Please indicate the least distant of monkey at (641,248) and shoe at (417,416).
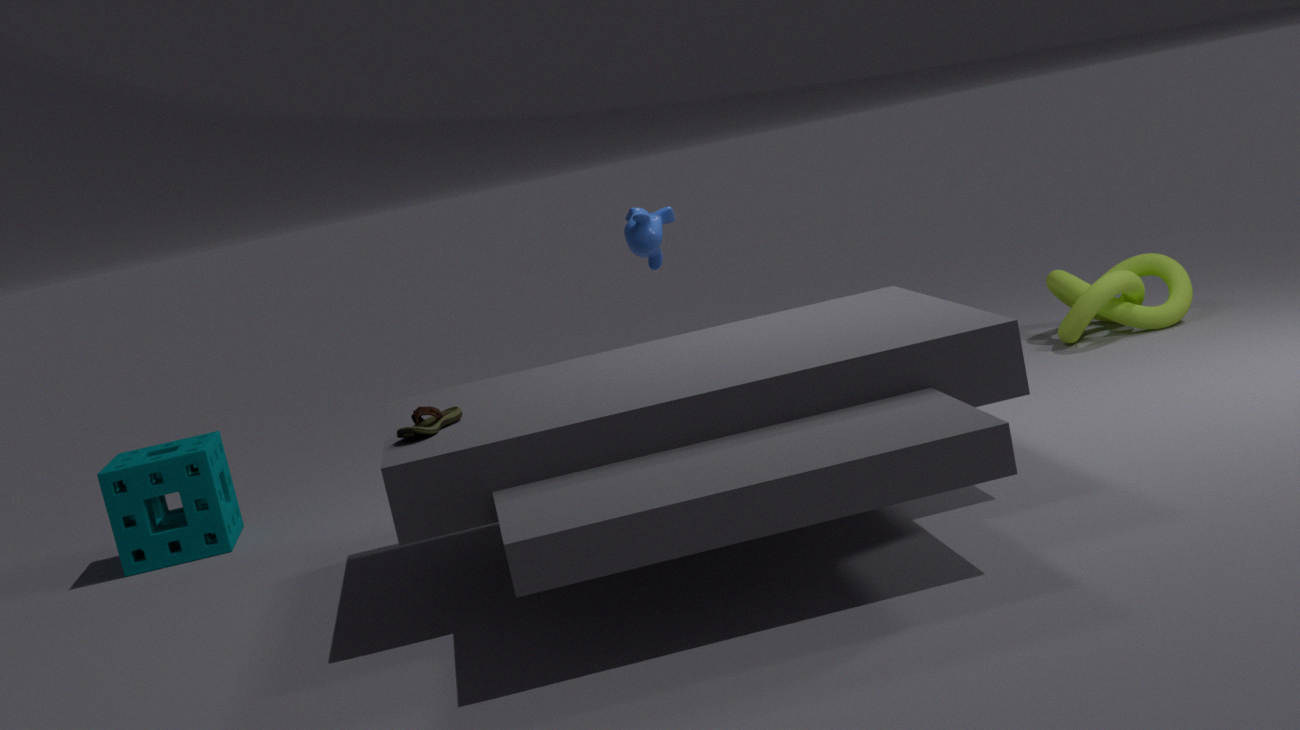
shoe at (417,416)
